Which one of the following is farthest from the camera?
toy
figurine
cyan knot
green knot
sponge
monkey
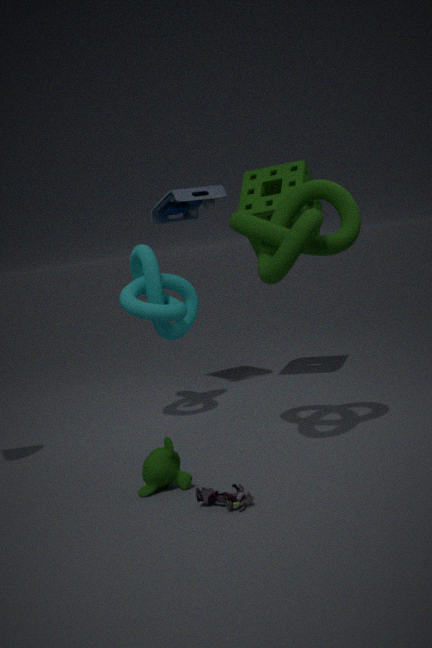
sponge
